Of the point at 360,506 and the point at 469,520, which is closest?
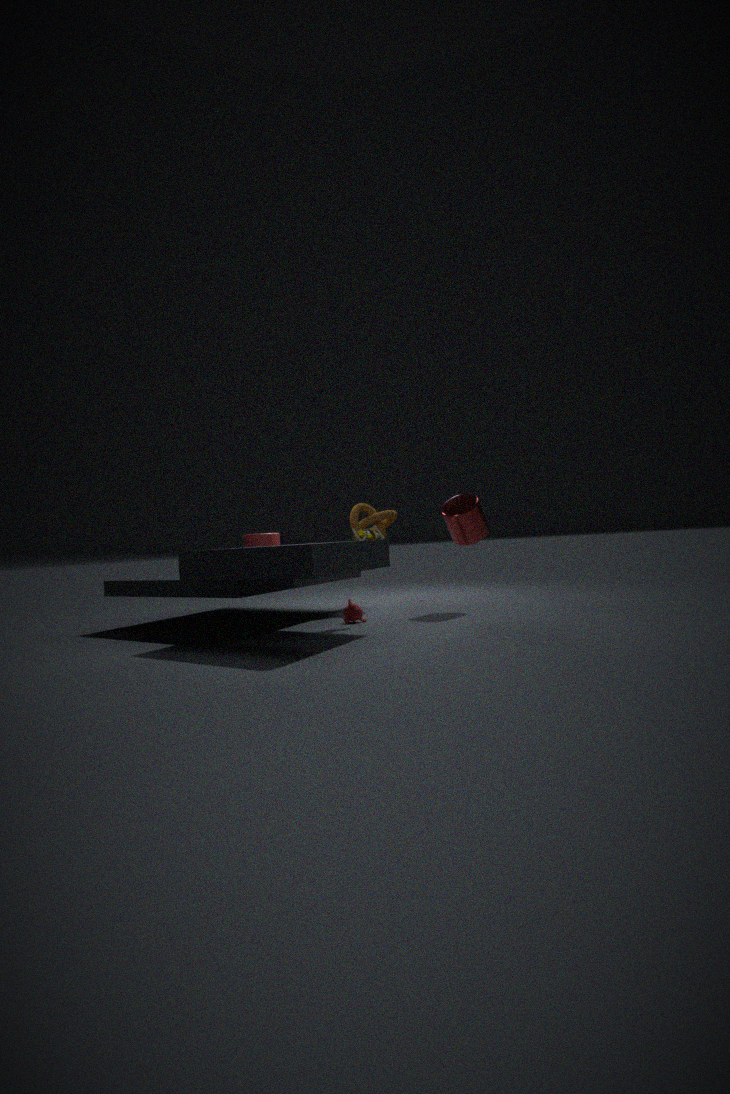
the point at 469,520
